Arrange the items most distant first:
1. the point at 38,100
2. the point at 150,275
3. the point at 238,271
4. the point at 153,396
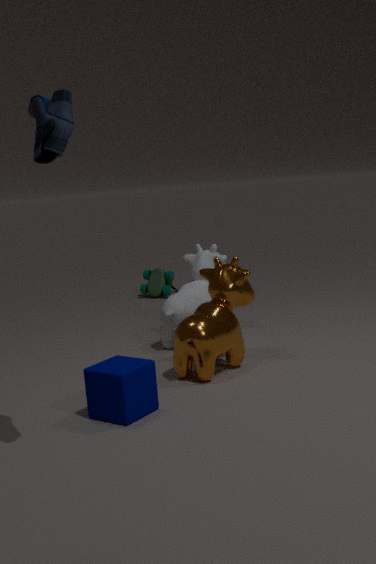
the point at 150,275 < the point at 238,271 < the point at 153,396 < the point at 38,100
